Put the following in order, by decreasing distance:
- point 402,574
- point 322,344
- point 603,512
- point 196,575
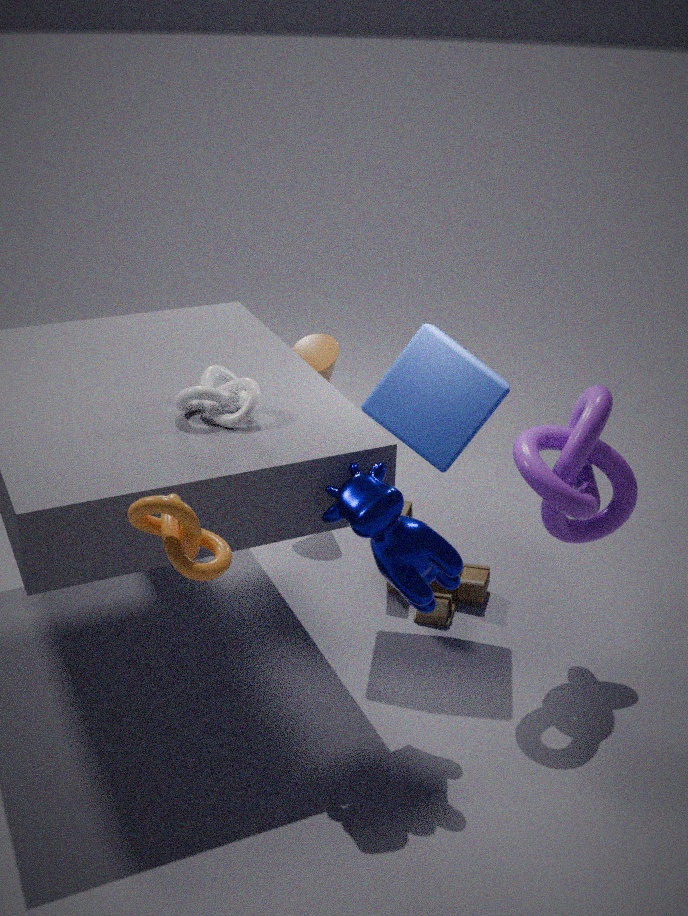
1. point 322,344
2. point 603,512
3. point 402,574
4. point 196,575
